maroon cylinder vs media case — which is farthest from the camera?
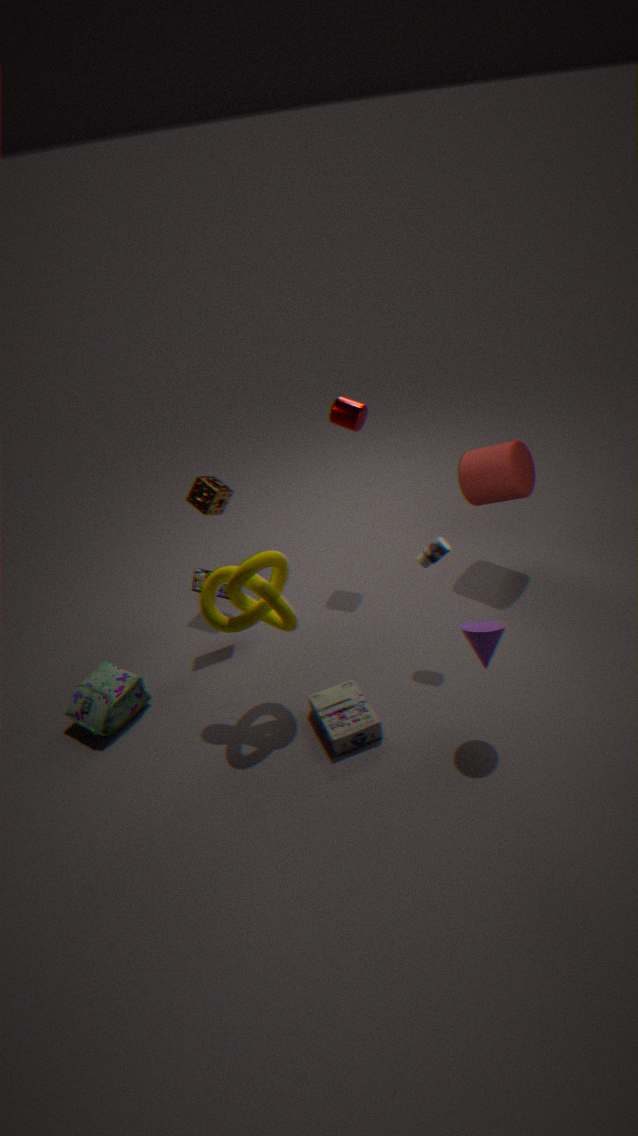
maroon cylinder
